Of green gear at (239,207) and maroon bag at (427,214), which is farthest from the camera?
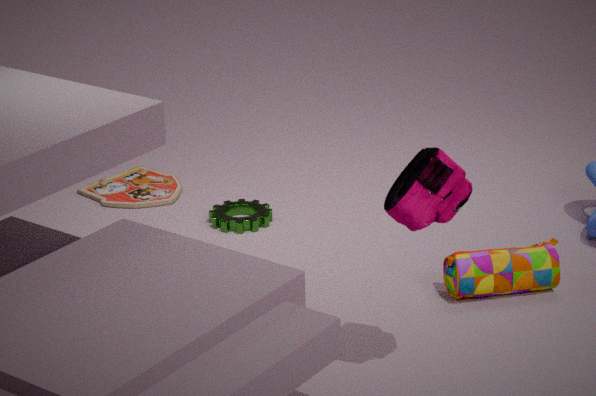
green gear at (239,207)
